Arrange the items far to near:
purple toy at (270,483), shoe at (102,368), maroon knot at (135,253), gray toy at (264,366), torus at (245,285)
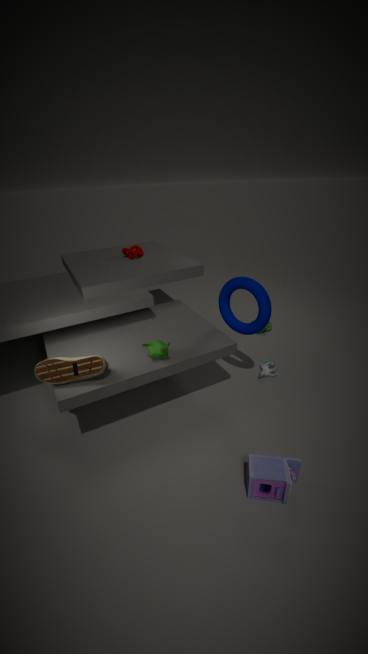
maroon knot at (135,253) < gray toy at (264,366) < torus at (245,285) < shoe at (102,368) < purple toy at (270,483)
